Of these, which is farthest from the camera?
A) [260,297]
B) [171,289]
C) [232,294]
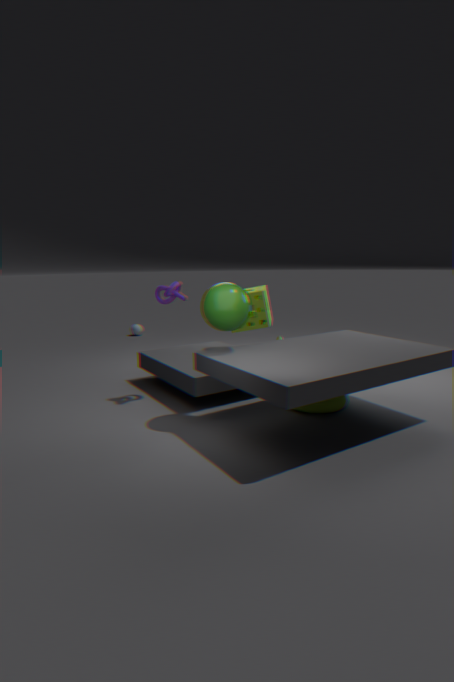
[260,297]
